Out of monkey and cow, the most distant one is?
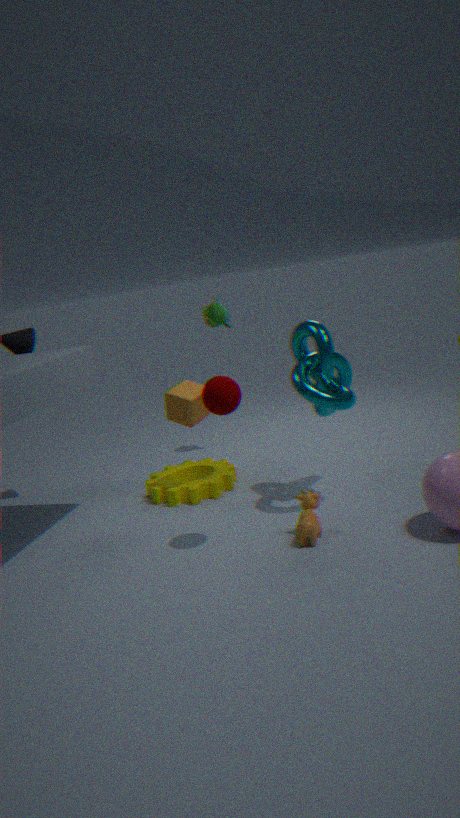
monkey
